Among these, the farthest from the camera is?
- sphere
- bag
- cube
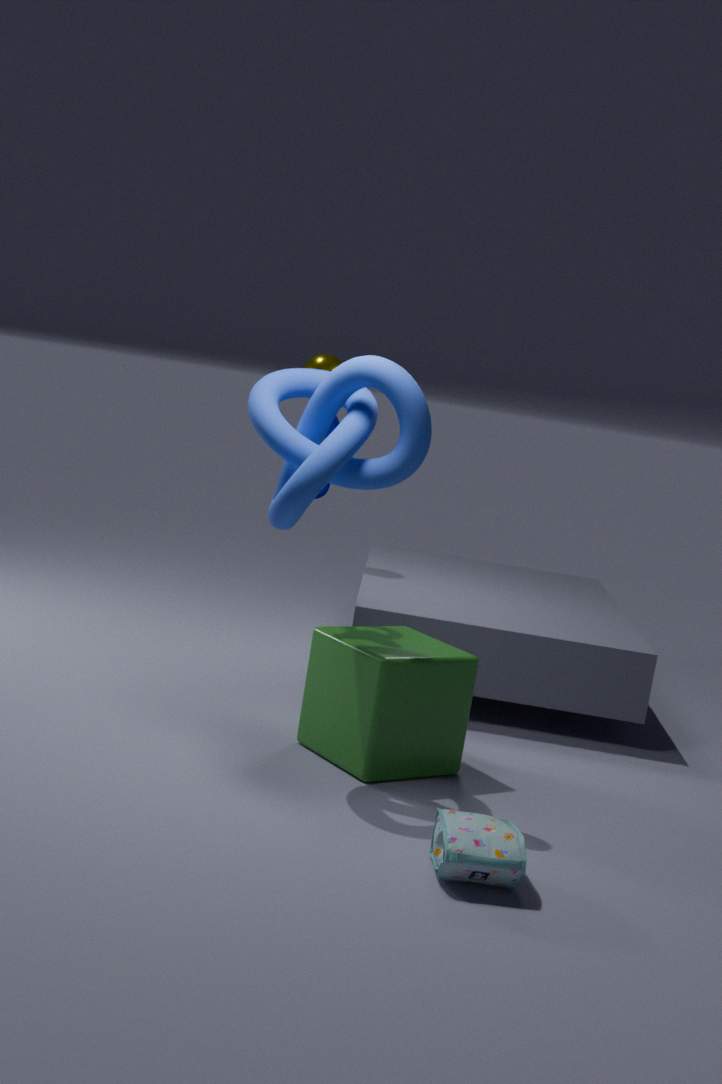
sphere
